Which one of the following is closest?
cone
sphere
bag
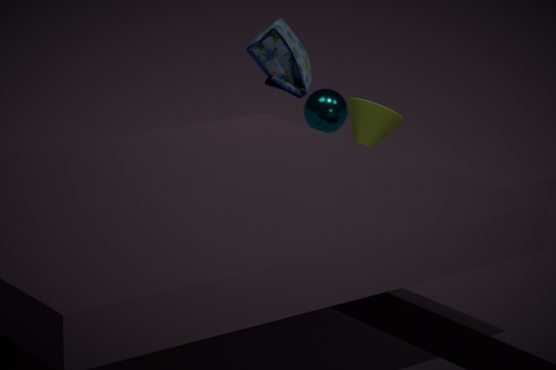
bag
